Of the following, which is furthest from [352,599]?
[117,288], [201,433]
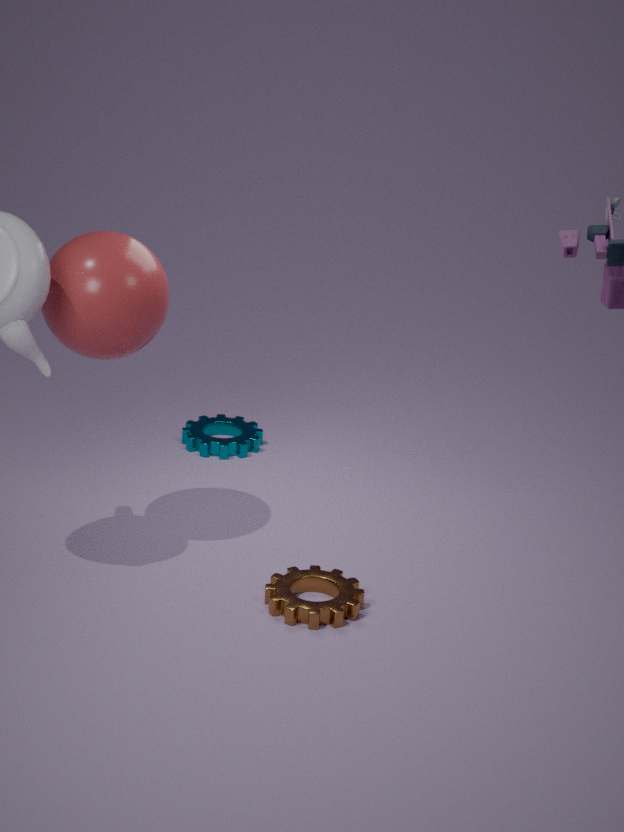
[201,433]
